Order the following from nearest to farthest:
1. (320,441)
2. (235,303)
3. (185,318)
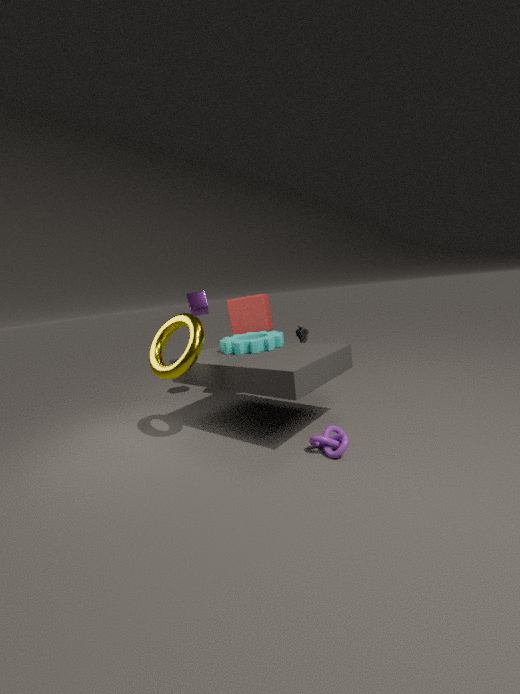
(320,441), (185,318), (235,303)
